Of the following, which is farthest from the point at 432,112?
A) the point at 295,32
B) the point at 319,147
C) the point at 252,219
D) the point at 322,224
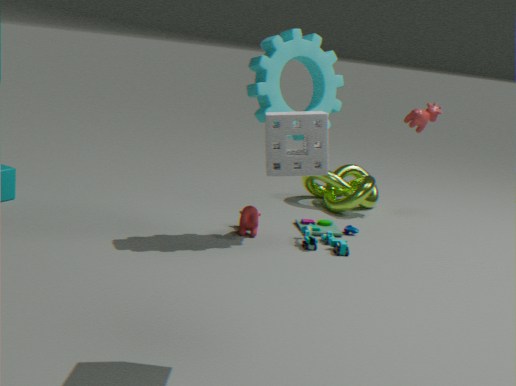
the point at 319,147
